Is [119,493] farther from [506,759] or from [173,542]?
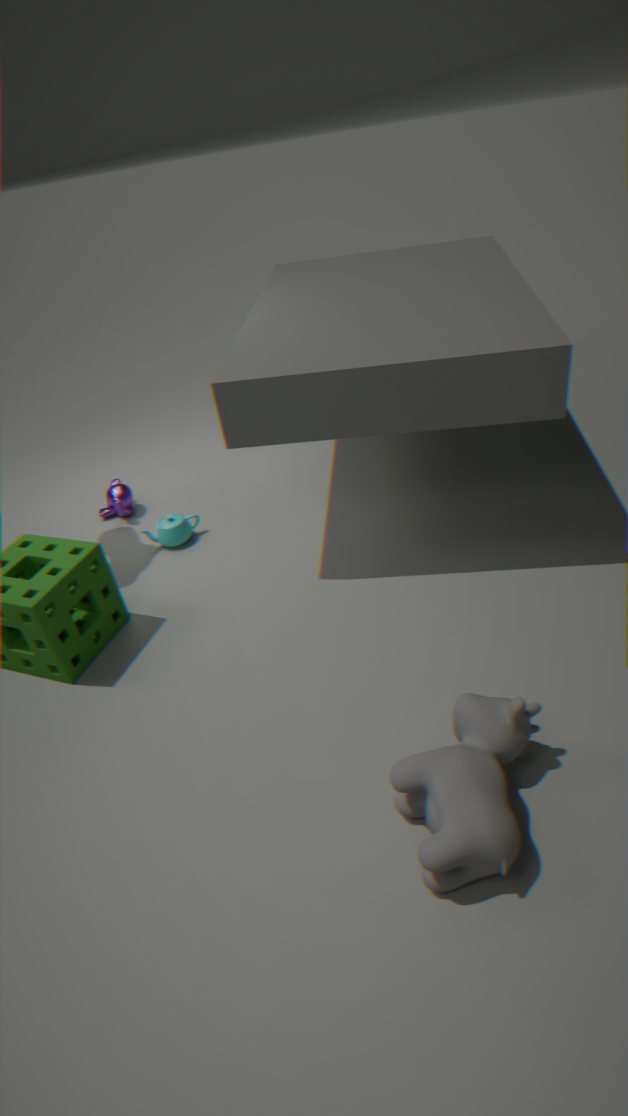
[506,759]
